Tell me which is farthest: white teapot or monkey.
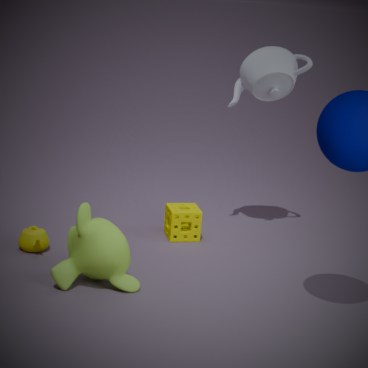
white teapot
